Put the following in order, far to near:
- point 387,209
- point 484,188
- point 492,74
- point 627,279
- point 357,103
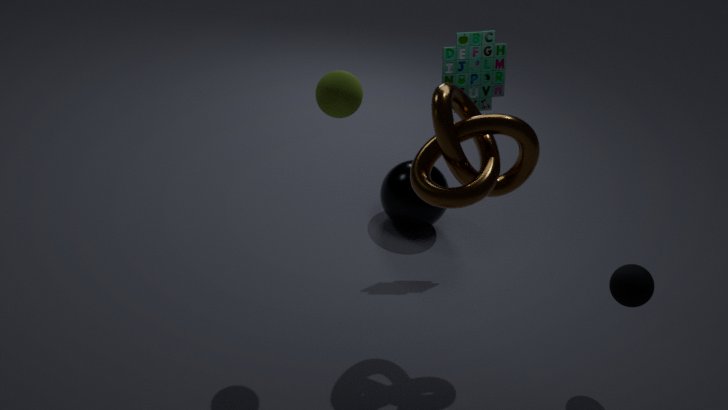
point 387,209 → point 492,74 → point 627,279 → point 484,188 → point 357,103
